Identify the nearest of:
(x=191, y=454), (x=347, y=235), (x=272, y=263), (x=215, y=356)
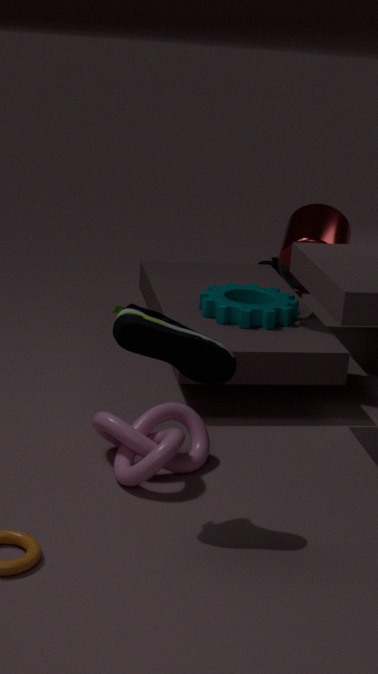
(x=215, y=356)
